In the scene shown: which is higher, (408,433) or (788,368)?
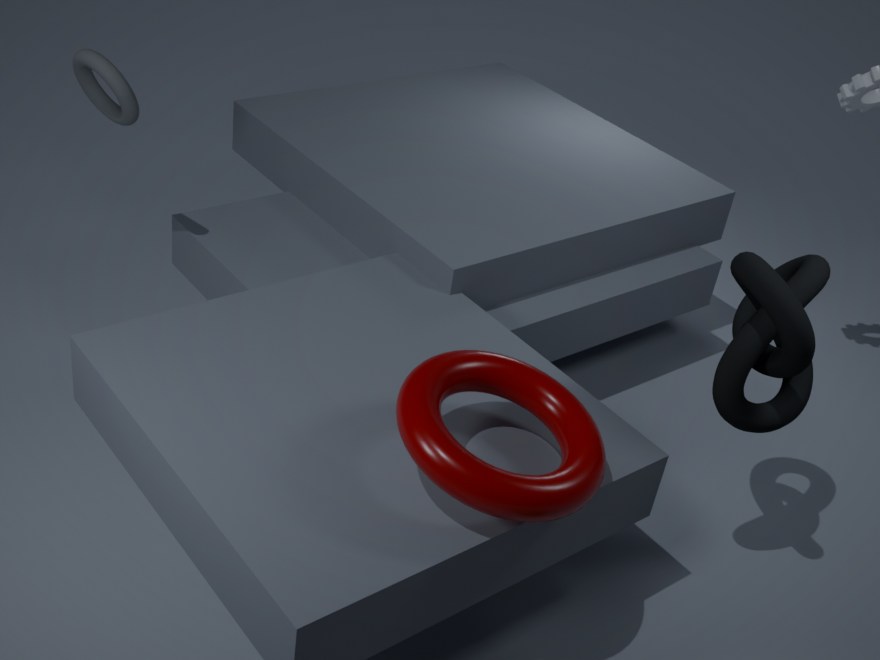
(788,368)
